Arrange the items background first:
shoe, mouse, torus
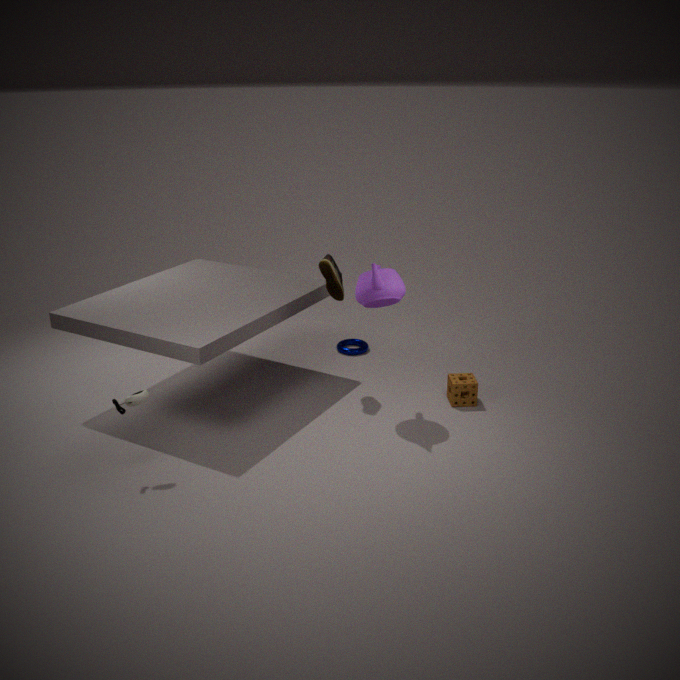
torus < shoe < mouse
